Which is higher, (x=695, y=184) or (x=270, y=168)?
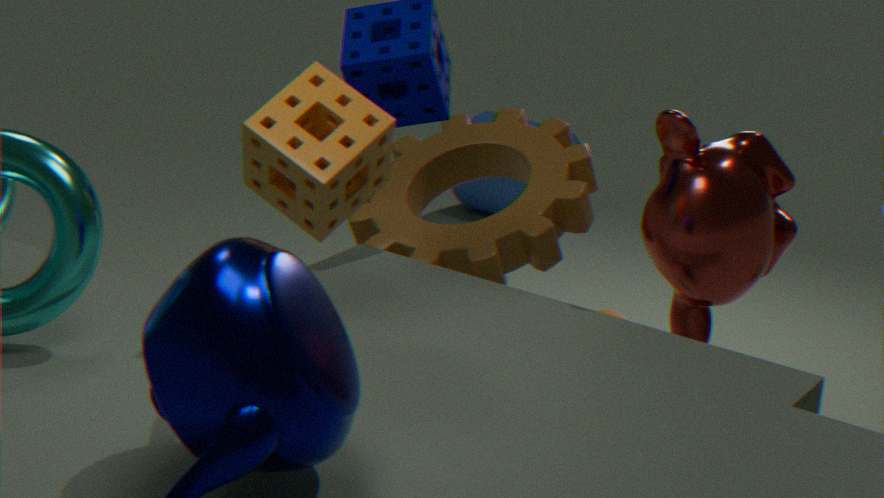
(x=270, y=168)
